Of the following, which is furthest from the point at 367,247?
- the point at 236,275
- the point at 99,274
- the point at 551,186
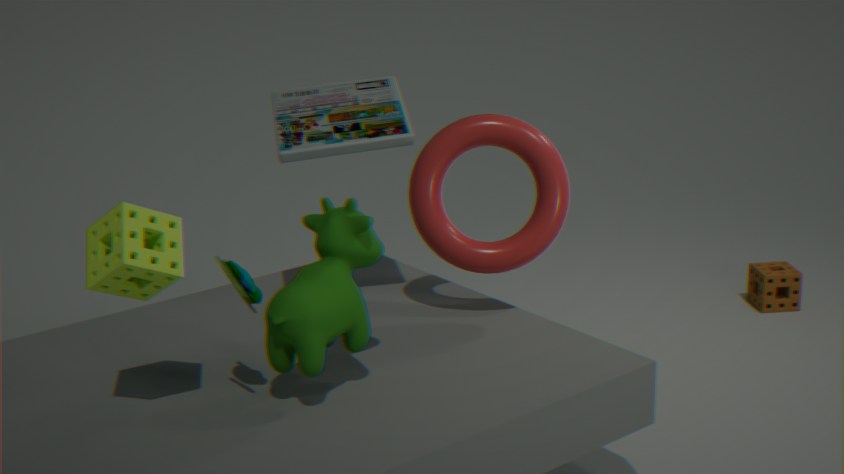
the point at 551,186
